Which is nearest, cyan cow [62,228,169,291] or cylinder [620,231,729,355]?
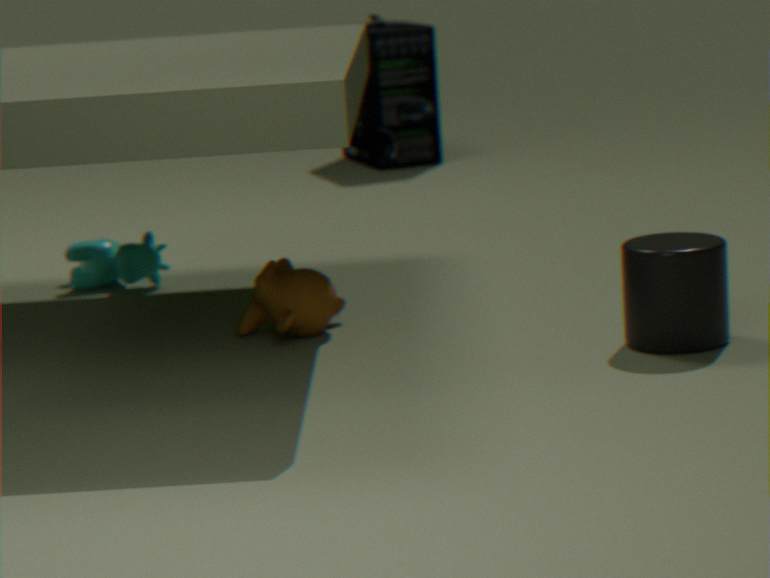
→ cylinder [620,231,729,355]
